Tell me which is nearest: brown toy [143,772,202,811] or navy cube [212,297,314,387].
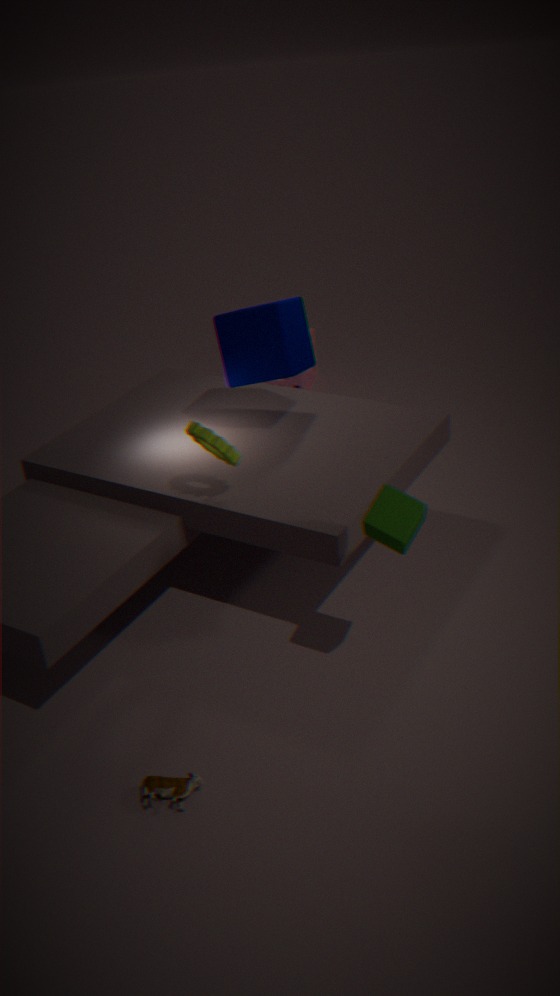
brown toy [143,772,202,811]
